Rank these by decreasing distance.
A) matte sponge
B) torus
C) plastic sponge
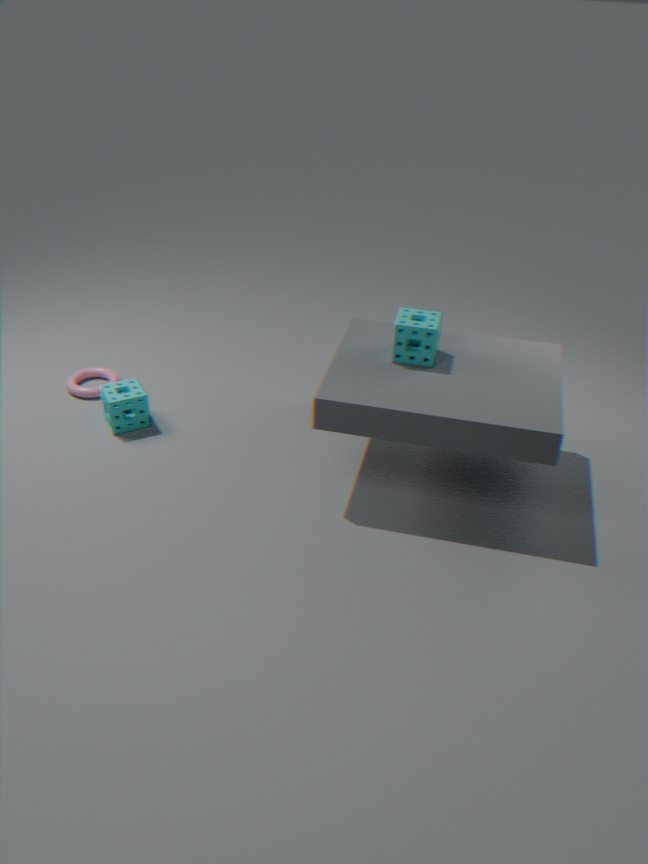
torus < matte sponge < plastic sponge
